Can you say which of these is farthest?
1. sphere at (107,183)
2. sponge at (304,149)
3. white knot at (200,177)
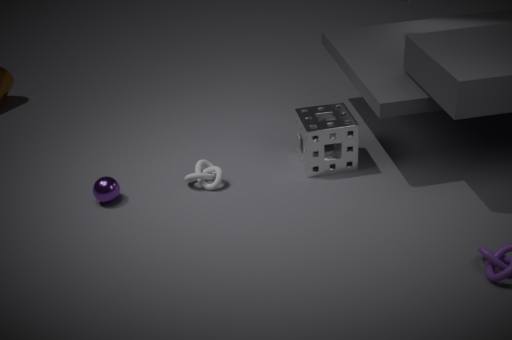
white knot at (200,177)
